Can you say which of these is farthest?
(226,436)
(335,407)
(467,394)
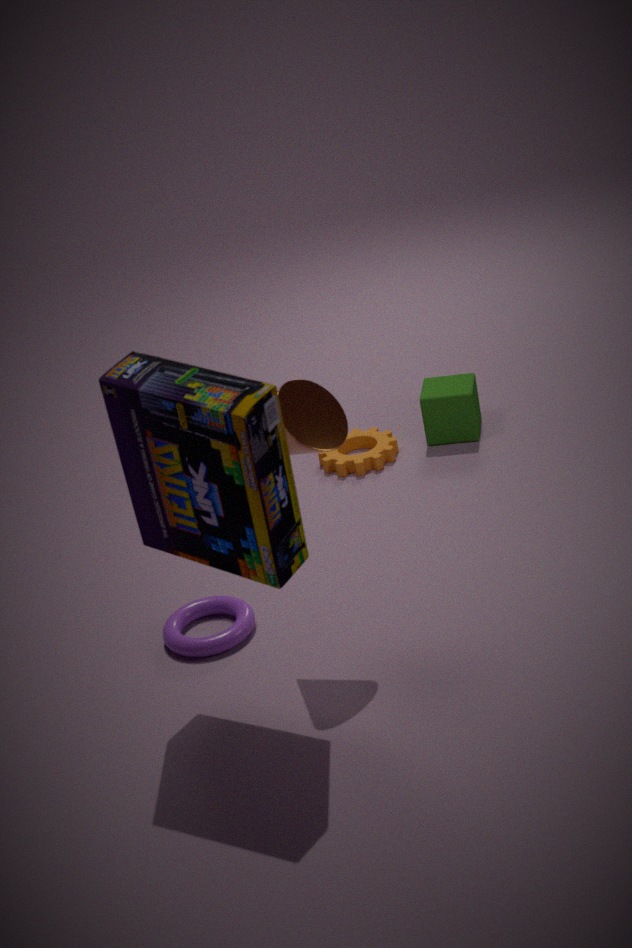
(467,394)
